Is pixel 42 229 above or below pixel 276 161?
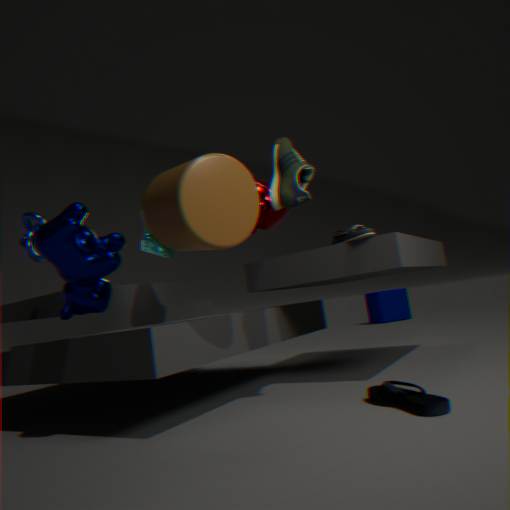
below
